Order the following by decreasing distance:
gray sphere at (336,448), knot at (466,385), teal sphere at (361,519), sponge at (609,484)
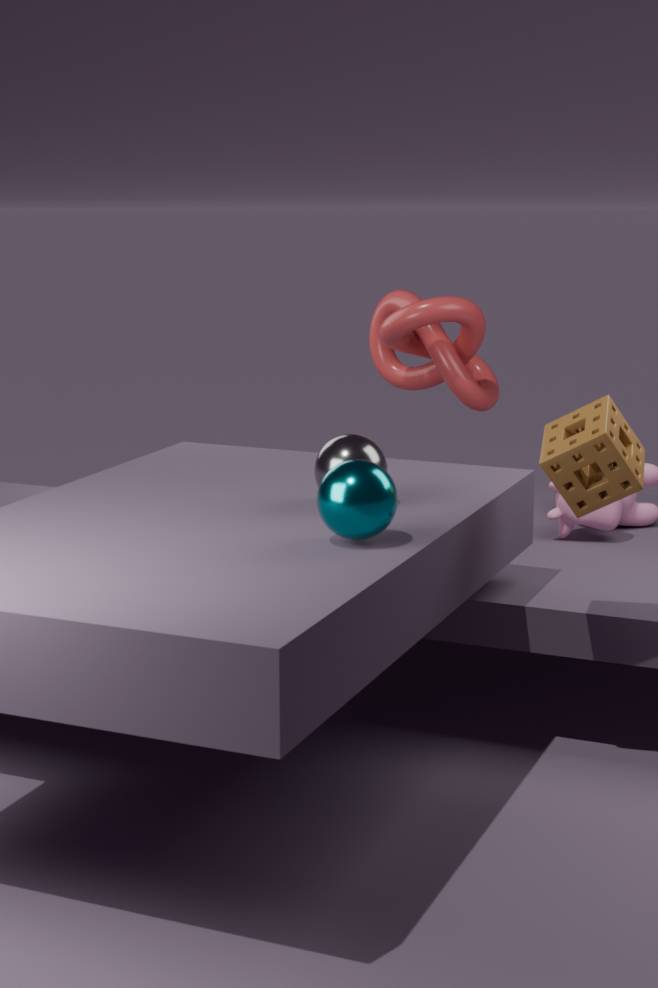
knot at (466,385), gray sphere at (336,448), sponge at (609,484), teal sphere at (361,519)
